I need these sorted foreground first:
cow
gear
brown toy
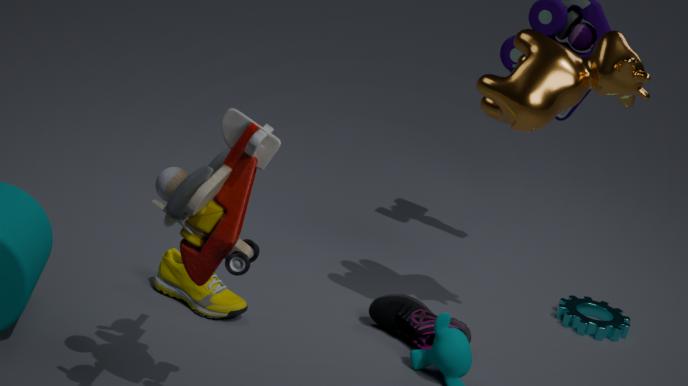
1. brown toy
2. cow
3. gear
